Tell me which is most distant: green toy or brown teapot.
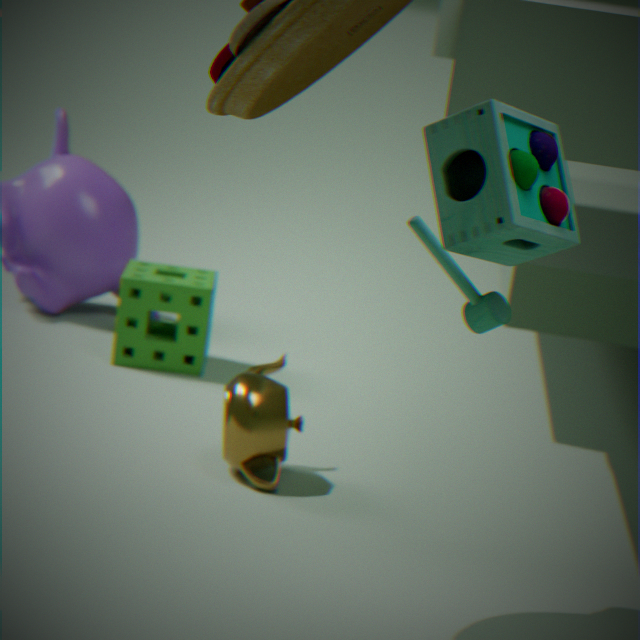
brown teapot
